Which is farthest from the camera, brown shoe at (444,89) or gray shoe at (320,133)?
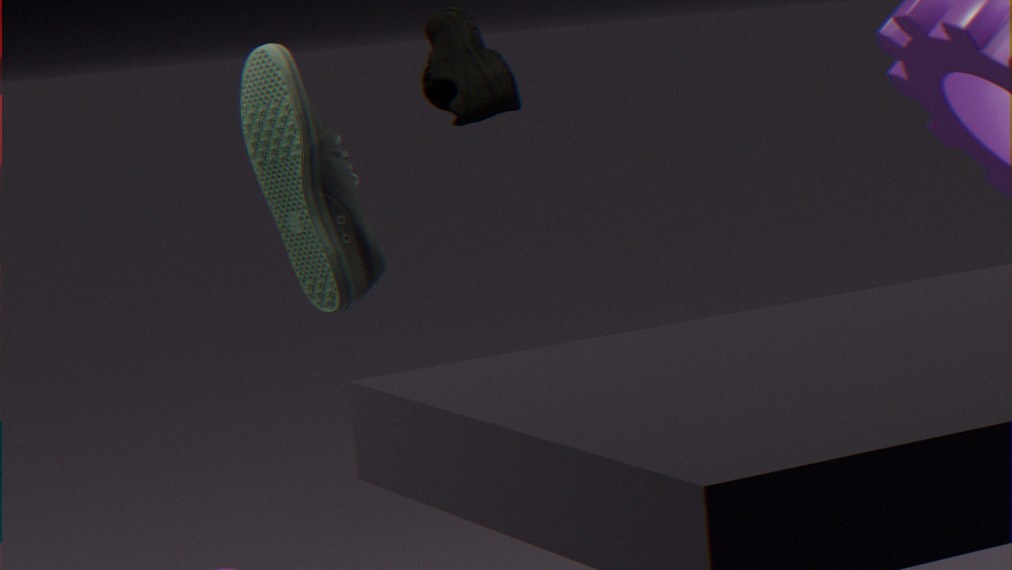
brown shoe at (444,89)
